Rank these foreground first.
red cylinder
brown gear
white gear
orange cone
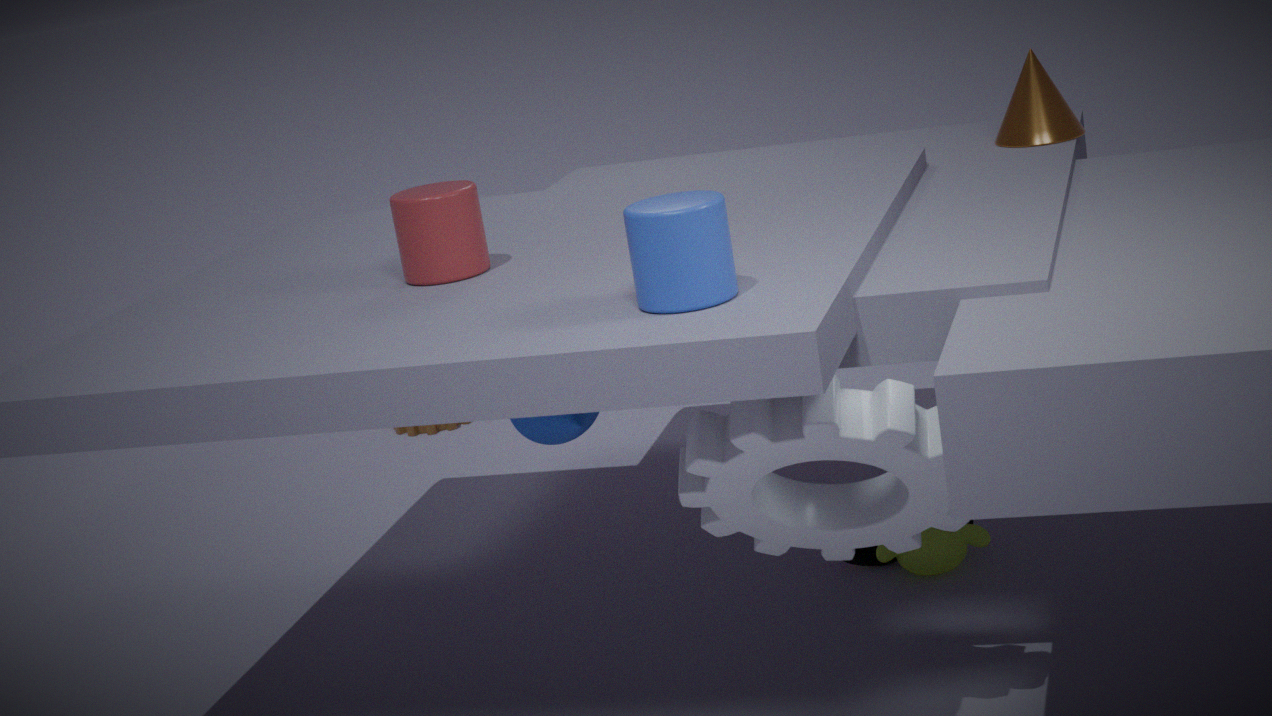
white gear
red cylinder
orange cone
brown gear
